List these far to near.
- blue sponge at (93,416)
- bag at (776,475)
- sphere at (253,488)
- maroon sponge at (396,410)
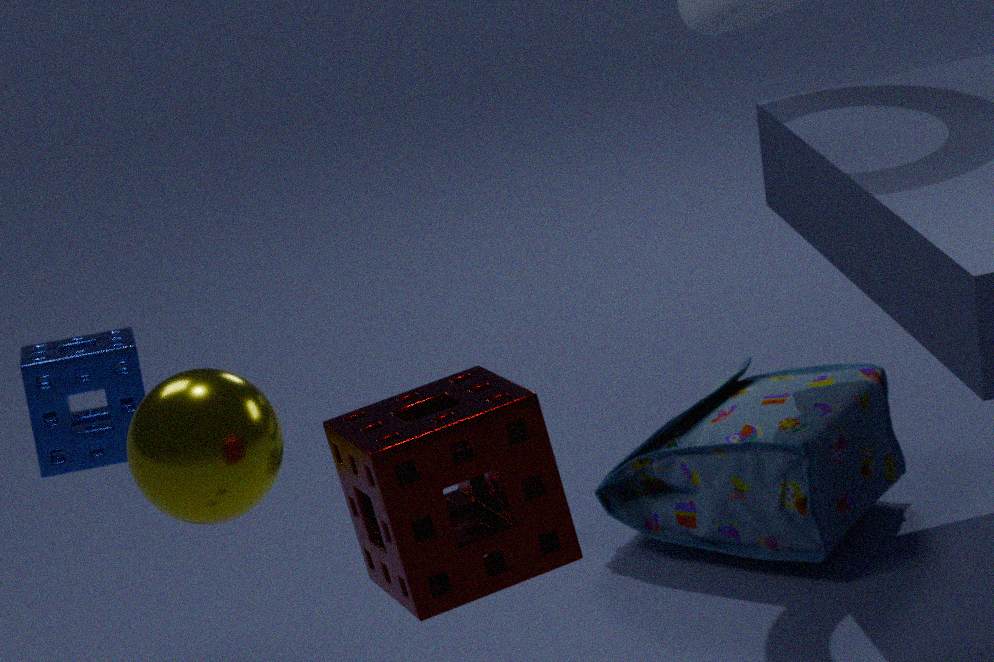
1. bag at (776,475)
2. blue sponge at (93,416)
3. sphere at (253,488)
4. maroon sponge at (396,410)
